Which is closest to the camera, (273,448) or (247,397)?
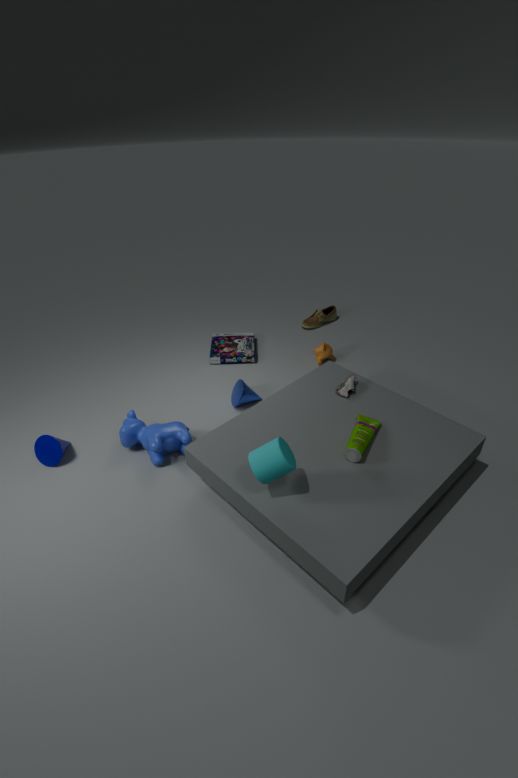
(273,448)
